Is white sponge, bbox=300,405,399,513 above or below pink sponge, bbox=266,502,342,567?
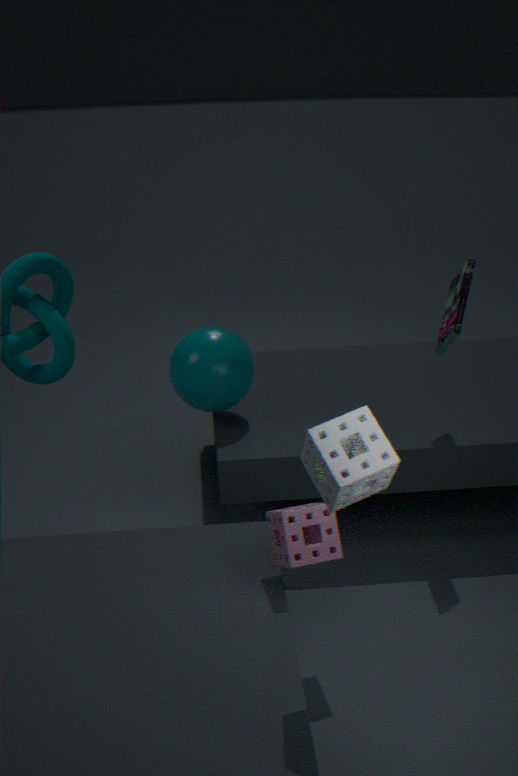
above
